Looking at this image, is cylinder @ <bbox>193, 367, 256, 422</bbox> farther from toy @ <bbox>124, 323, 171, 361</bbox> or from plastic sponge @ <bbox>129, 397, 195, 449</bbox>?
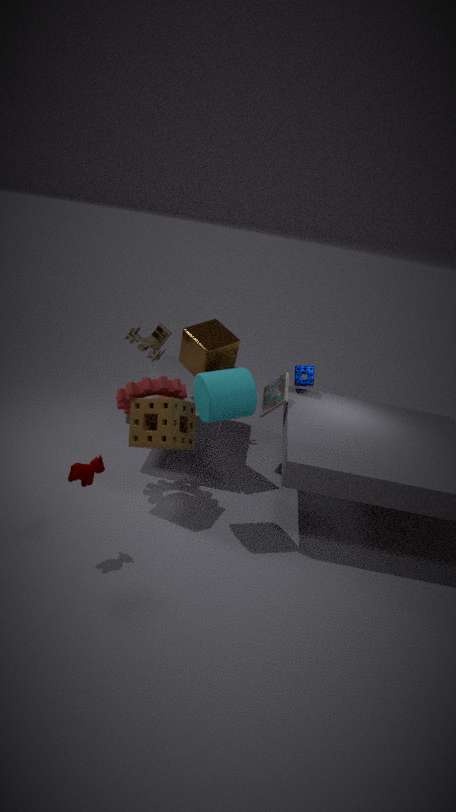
toy @ <bbox>124, 323, 171, 361</bbox>
